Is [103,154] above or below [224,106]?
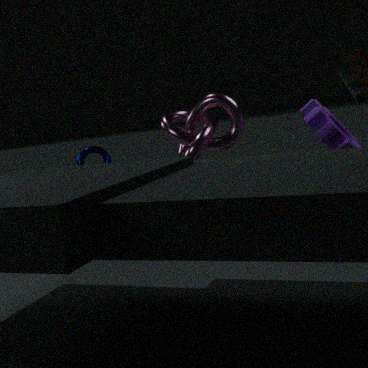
below
